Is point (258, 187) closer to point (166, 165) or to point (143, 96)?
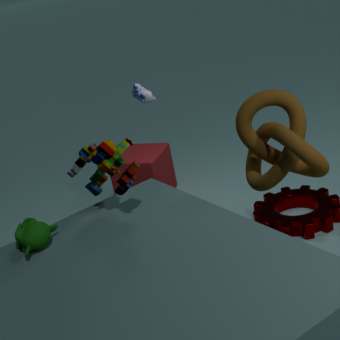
point (143, 96)
